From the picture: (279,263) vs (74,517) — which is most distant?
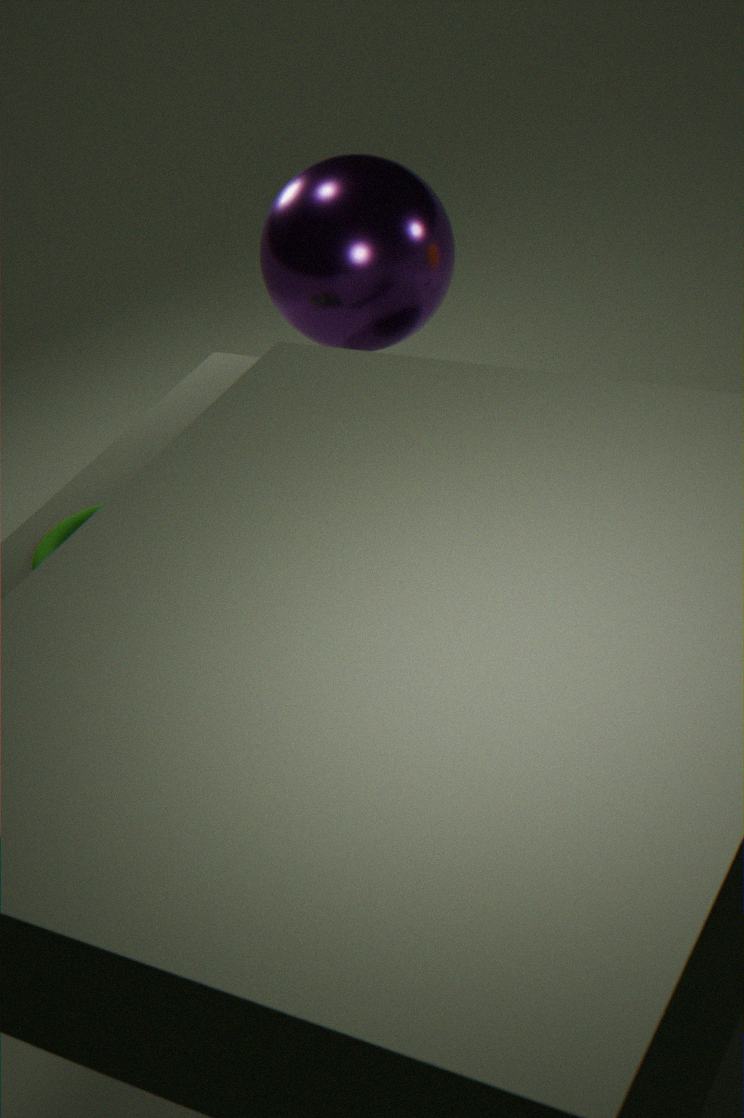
(279,263)
